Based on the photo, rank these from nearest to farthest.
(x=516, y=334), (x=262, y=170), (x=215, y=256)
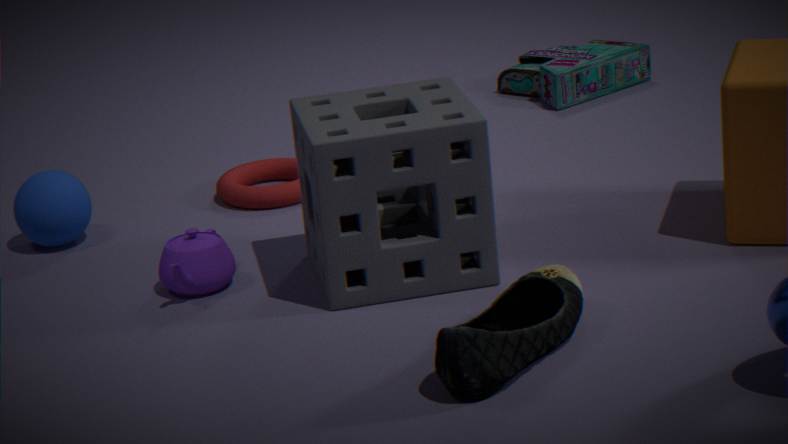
1. (x=516, y=334)
2. (x=215, y=256)
3. (x=262, y=170)
